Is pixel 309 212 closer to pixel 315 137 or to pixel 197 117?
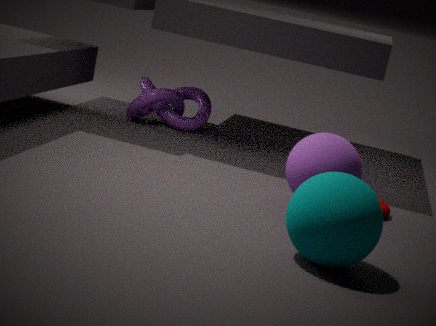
pixel 315 137
